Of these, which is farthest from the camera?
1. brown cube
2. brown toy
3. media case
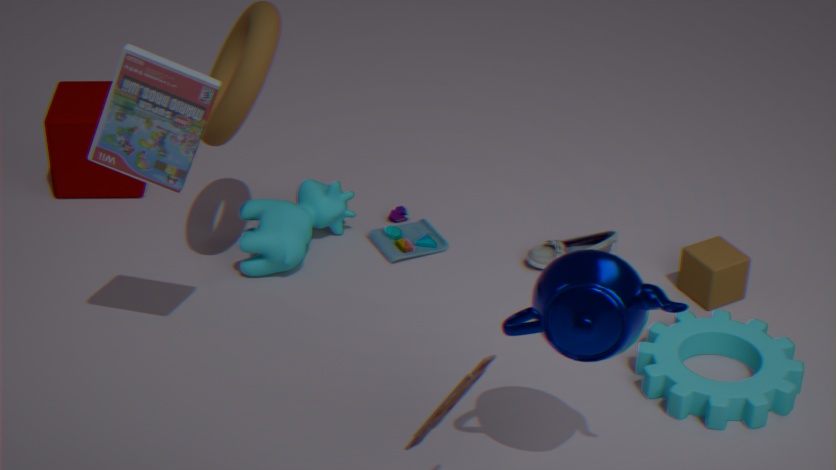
brown cube
